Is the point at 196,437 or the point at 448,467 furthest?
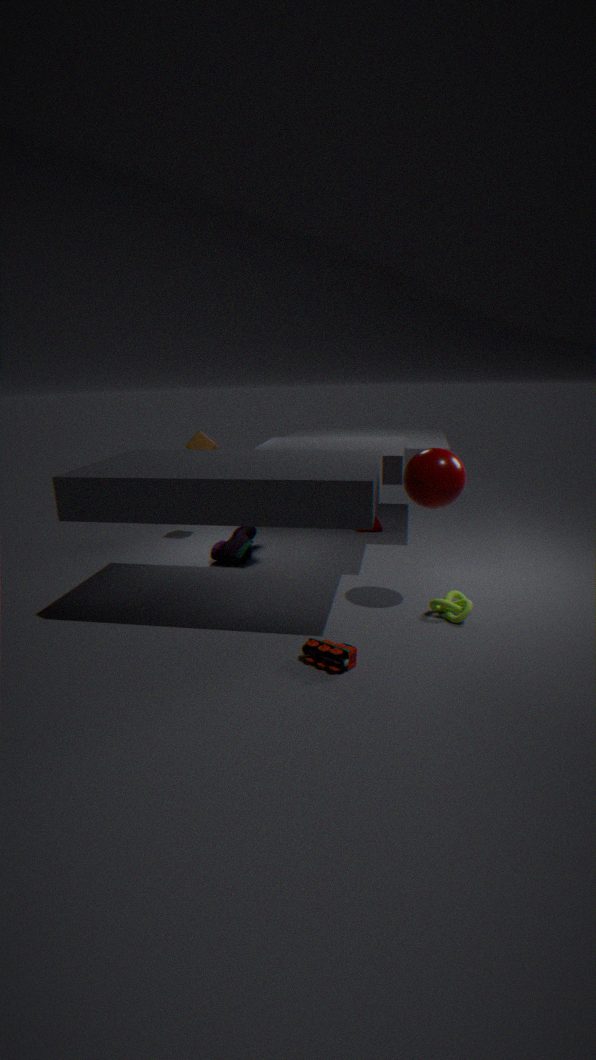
the point at 196,437
